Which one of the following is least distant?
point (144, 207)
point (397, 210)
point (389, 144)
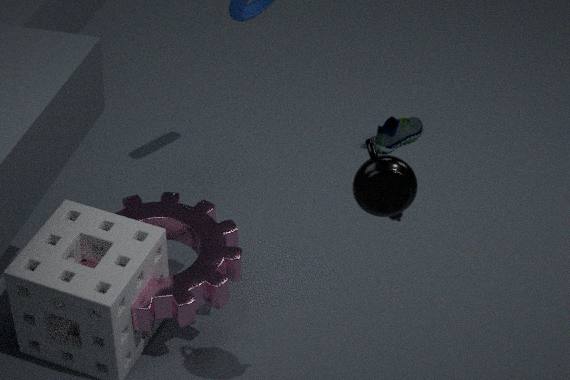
point (397, 210)
